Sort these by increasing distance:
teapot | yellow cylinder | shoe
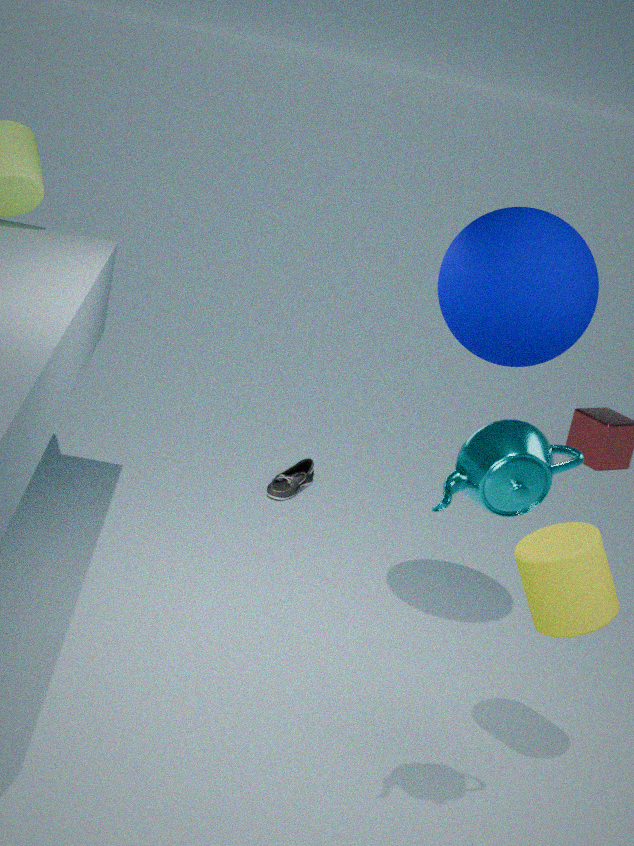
teapot → yellow cylinder → shoe
